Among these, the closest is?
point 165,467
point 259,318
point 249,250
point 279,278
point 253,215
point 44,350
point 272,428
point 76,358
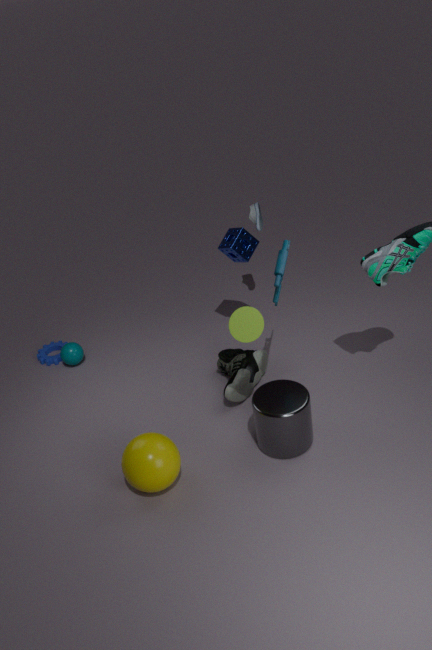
point 165,467
